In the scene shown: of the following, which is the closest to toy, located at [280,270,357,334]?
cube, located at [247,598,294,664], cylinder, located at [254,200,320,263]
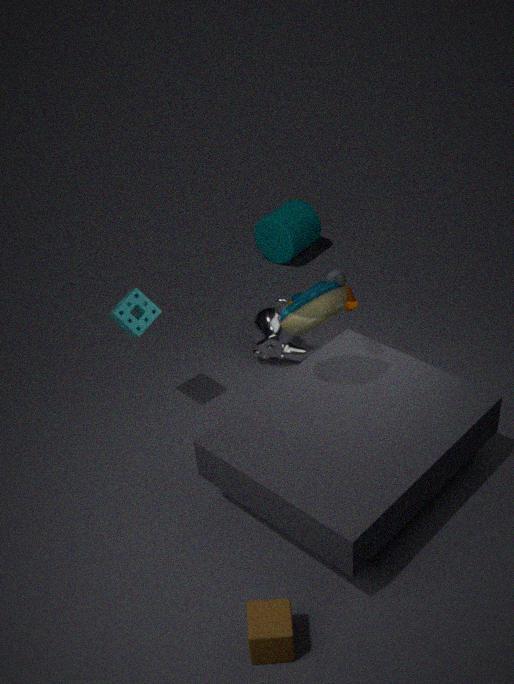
cube, located at [247,598,294,664]
